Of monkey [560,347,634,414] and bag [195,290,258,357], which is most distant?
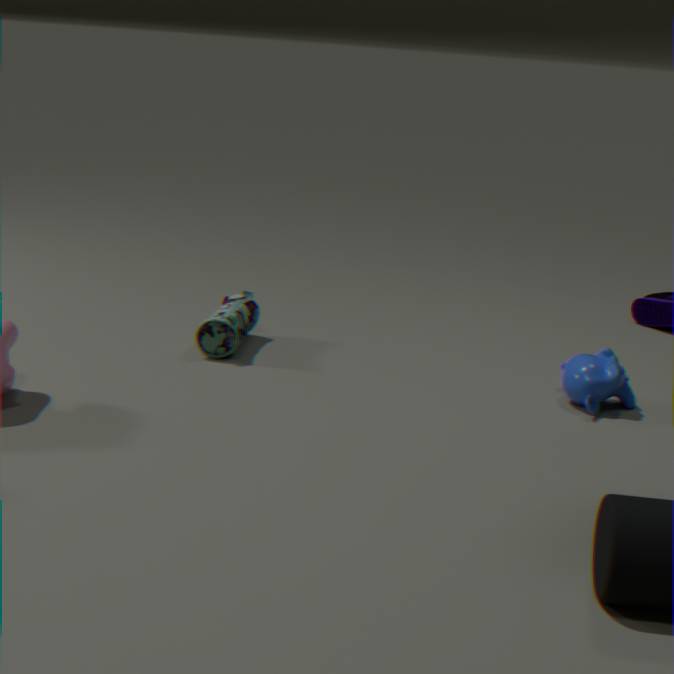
bag [195,290,258,357]
